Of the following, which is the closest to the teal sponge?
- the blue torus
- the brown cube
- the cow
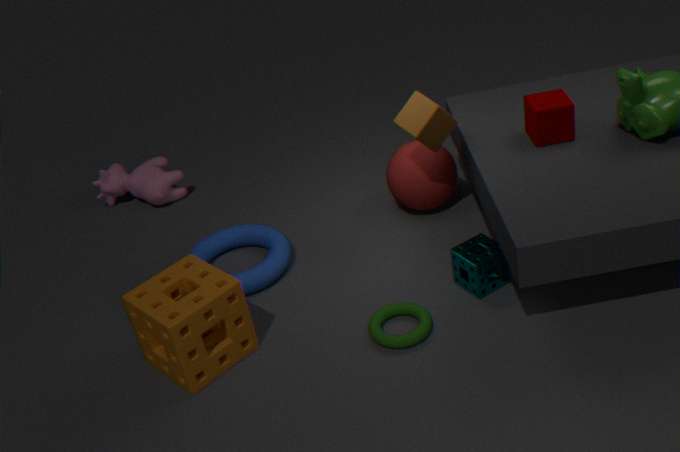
the brown cube
